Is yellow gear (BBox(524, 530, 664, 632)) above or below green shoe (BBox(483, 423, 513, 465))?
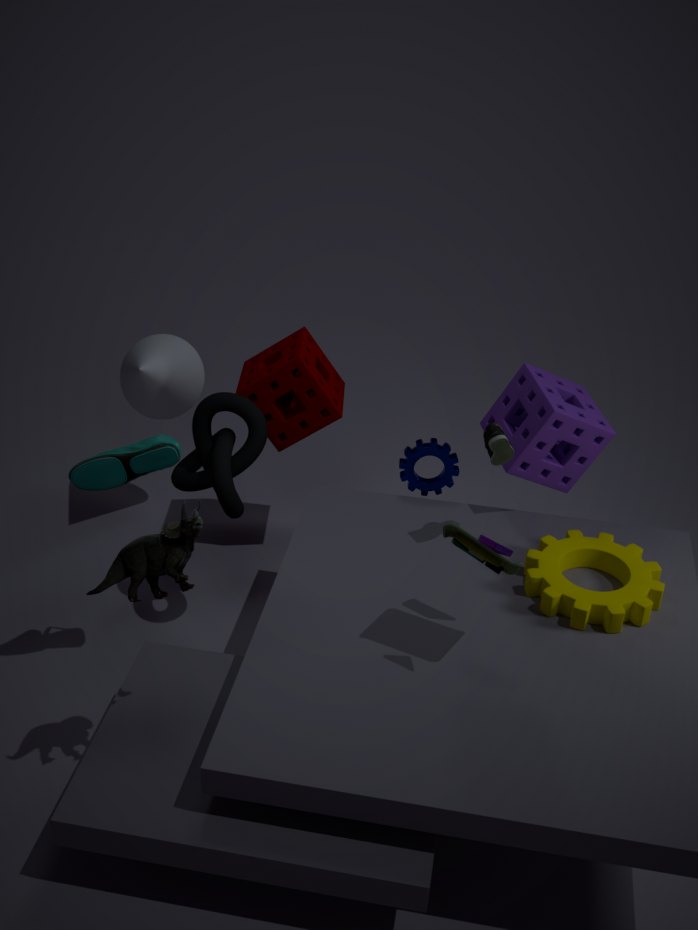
below
